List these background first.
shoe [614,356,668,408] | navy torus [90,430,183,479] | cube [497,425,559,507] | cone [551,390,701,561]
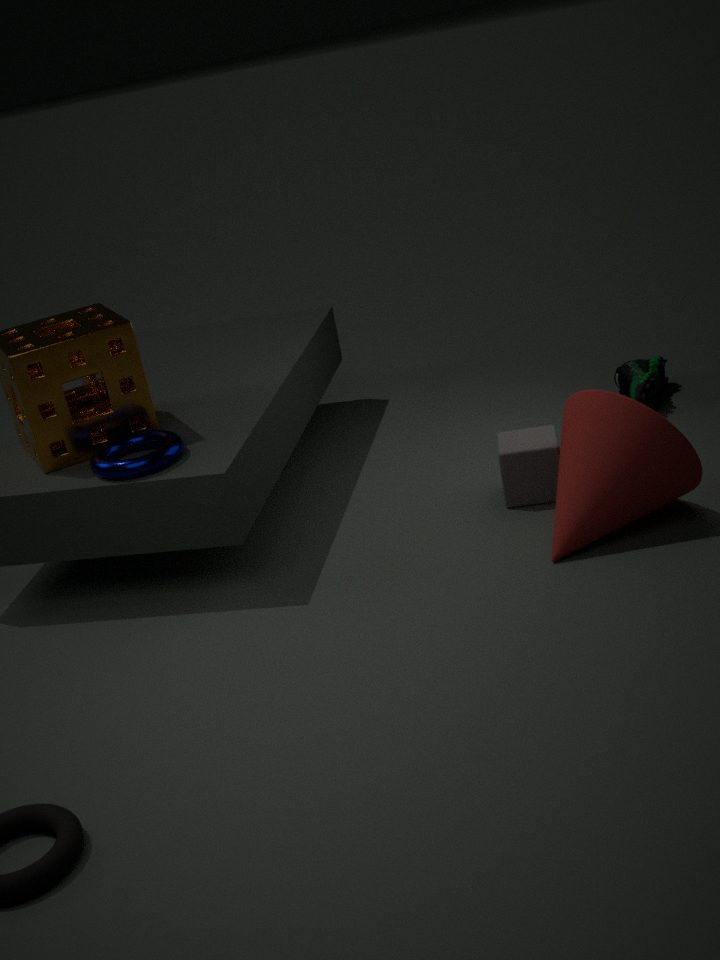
shoe [614,356,668,408]
cube [497,425,559,507]
navy torus [90,430,183,479]
cone [551,390,701,561]
